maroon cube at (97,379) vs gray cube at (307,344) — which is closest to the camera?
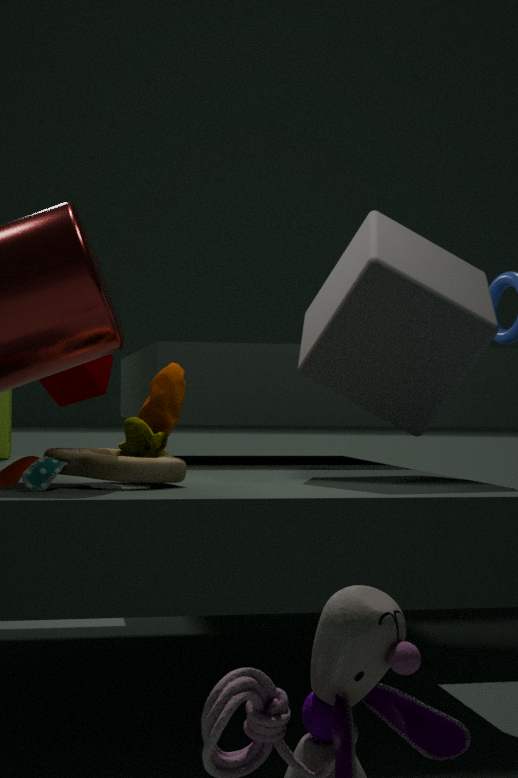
gray cube at (307,344)
